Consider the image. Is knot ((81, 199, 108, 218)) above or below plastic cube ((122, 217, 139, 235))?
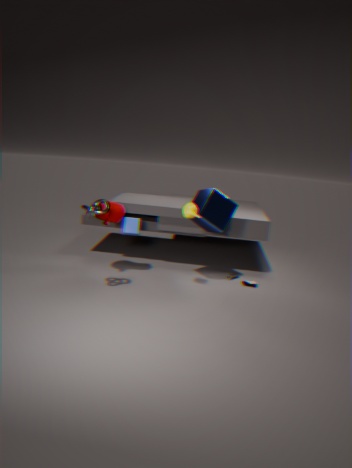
above
